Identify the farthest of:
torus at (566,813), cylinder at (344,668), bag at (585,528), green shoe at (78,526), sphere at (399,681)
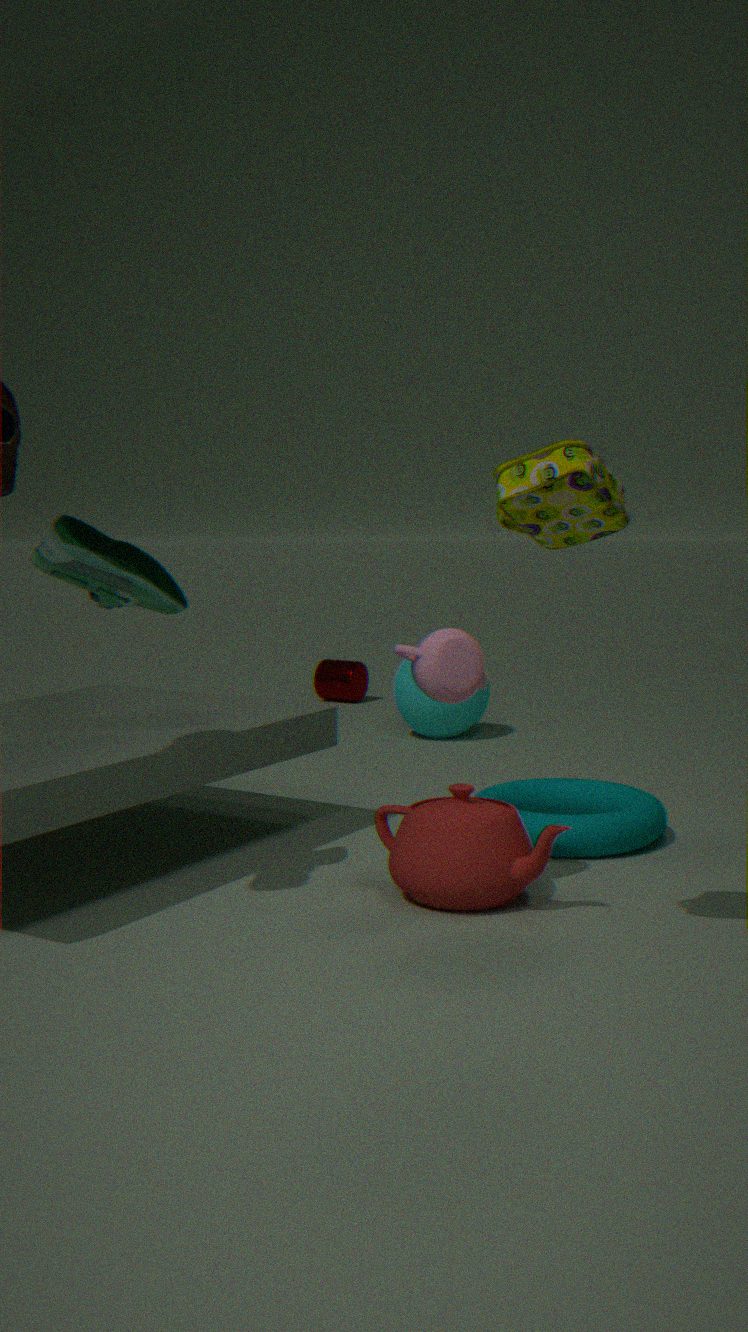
cylinder at (344,668)
